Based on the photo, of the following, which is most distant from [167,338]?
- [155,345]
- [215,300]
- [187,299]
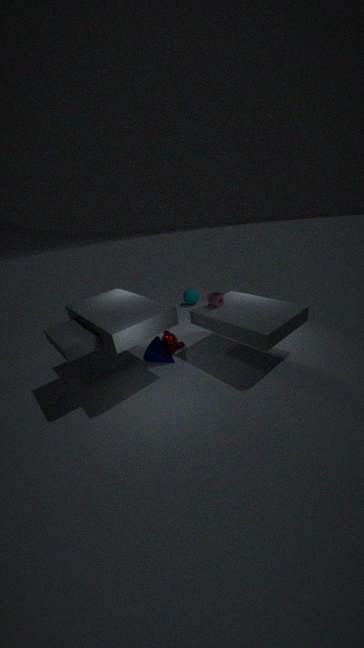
[187,299]
